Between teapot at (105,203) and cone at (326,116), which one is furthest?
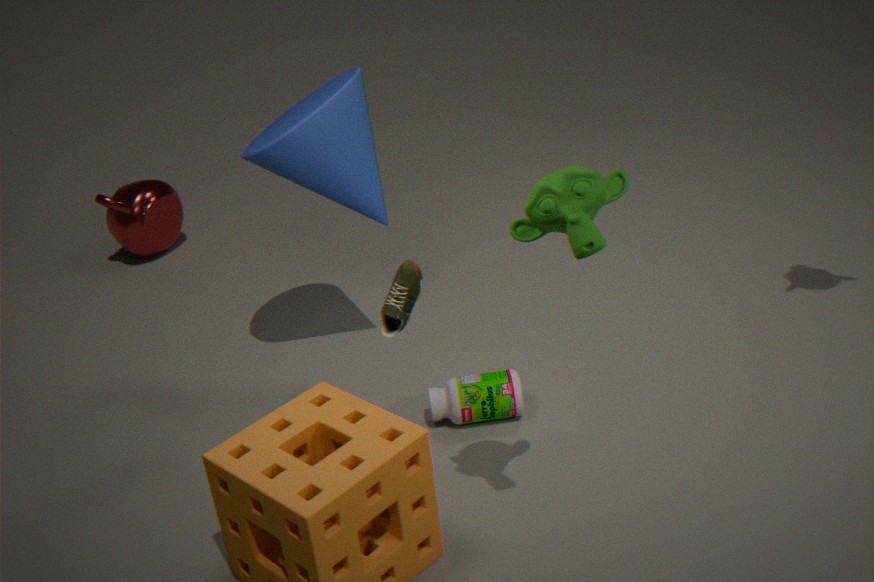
teapot at (105,203)
